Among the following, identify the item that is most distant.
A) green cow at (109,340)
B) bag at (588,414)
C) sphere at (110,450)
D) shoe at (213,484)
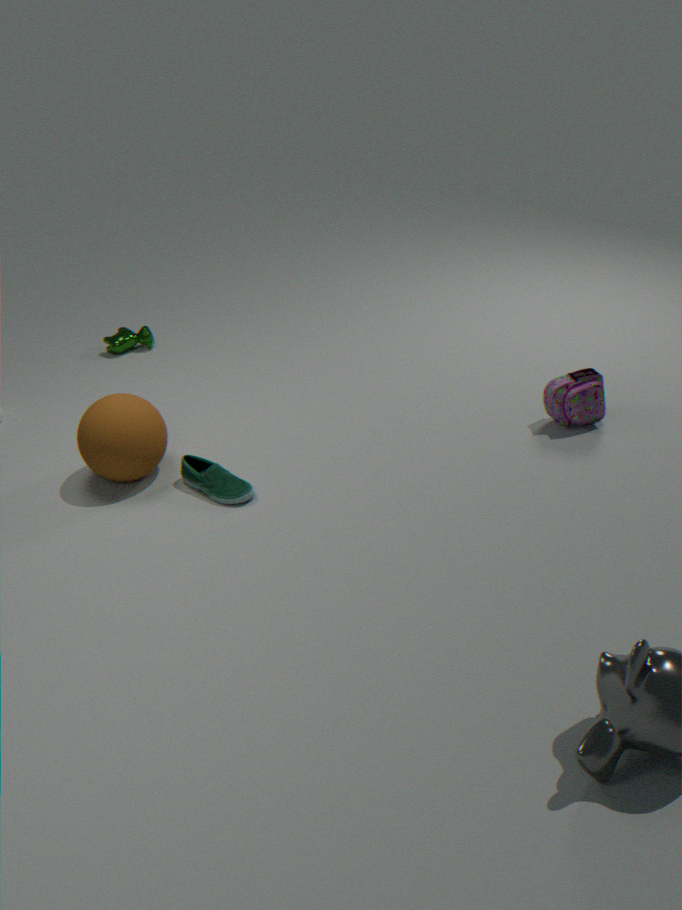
green cow at (109,340)
